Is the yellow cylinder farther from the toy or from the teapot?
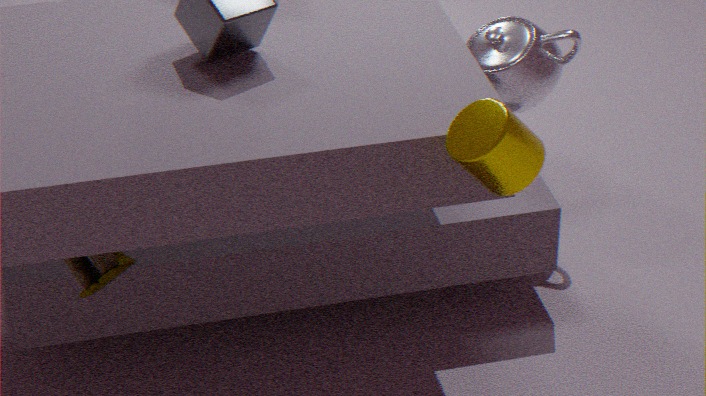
the teapot
